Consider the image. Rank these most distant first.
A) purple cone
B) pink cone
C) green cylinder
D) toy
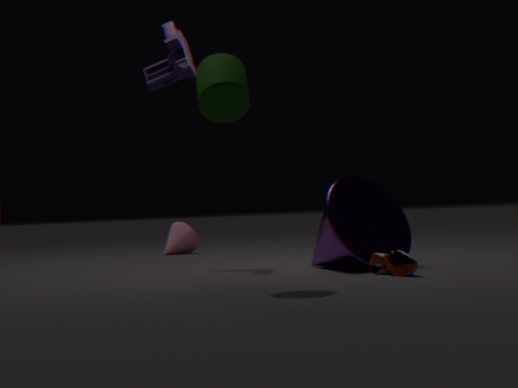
1. pink cone
2. toy
3. purple cone
4. green cylinder
